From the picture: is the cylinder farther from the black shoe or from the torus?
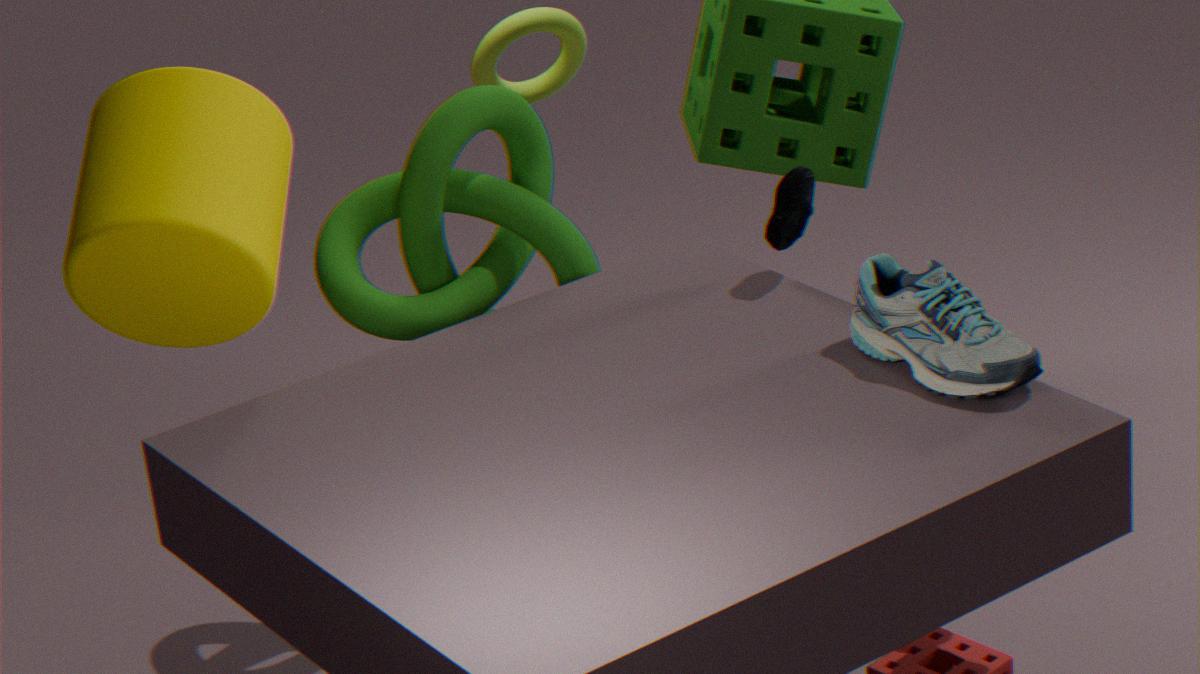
the torus
